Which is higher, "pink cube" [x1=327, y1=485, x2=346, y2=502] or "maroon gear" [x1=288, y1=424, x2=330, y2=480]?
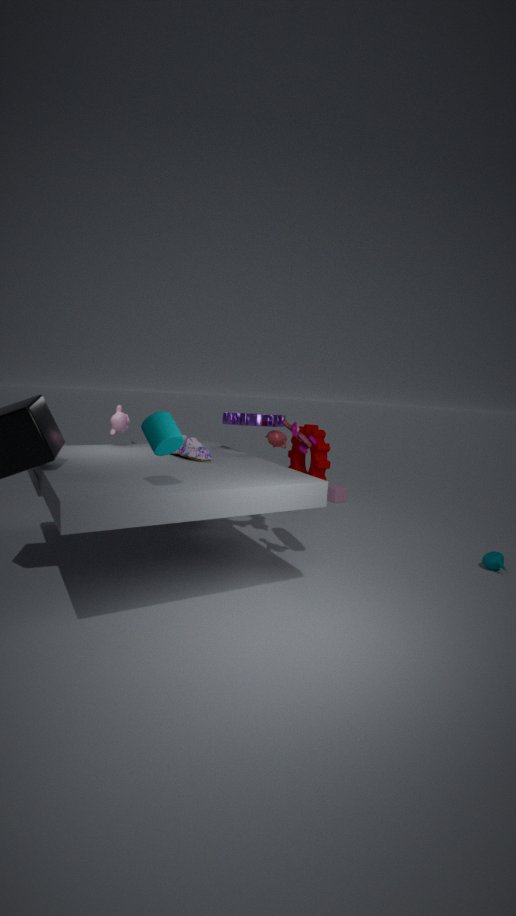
"maroon gear" [x1=288, y1=424, x2=330, y2=480]
